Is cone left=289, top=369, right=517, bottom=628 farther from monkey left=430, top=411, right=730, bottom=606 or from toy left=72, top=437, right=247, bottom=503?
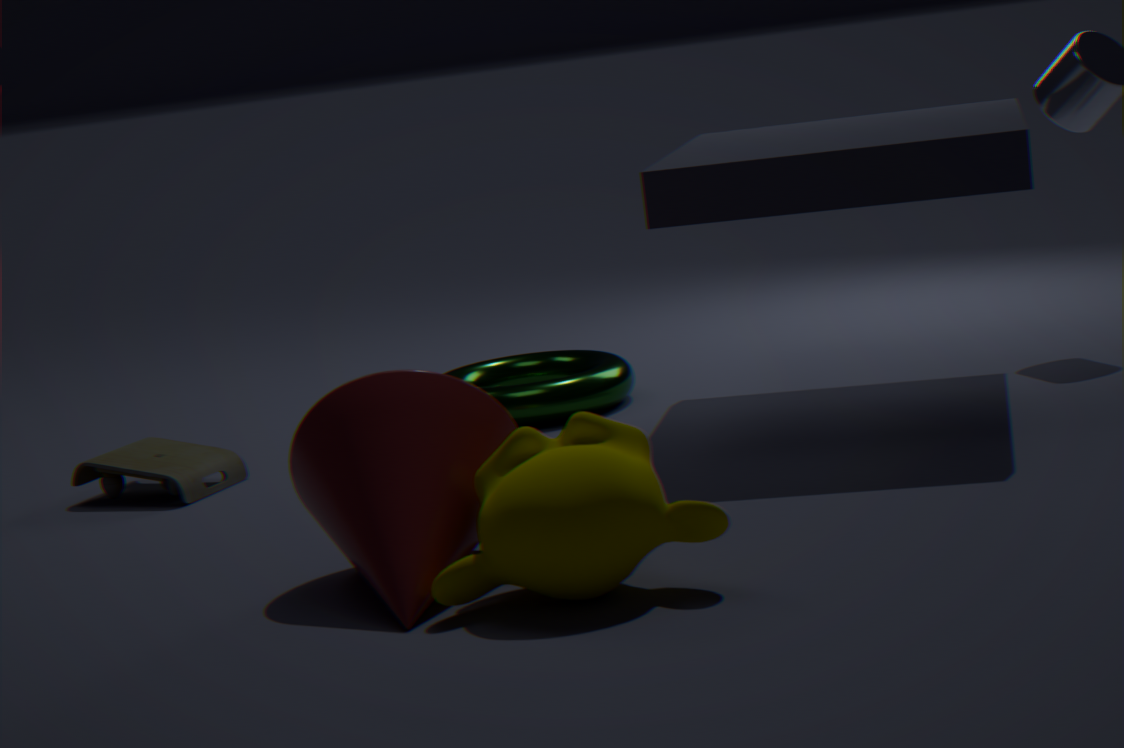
toy left=72, top=437, right=247, bottom=503
